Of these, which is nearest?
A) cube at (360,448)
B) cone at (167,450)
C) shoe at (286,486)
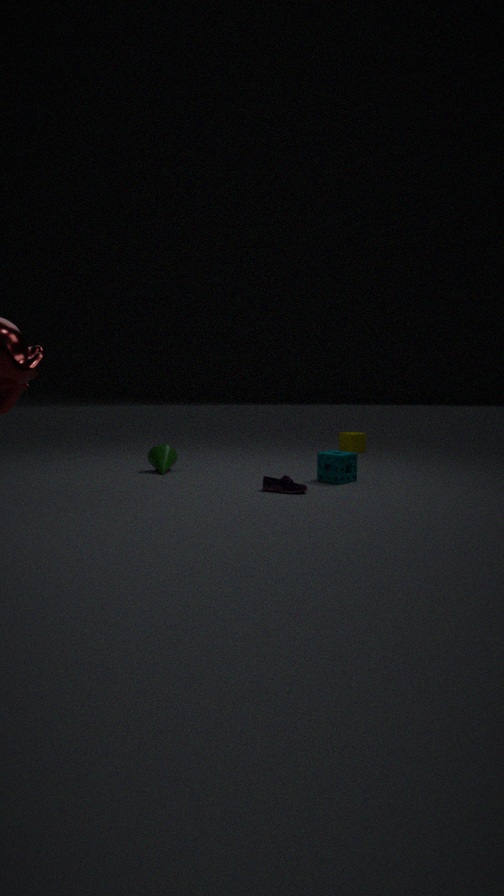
shoe at (286,486)
